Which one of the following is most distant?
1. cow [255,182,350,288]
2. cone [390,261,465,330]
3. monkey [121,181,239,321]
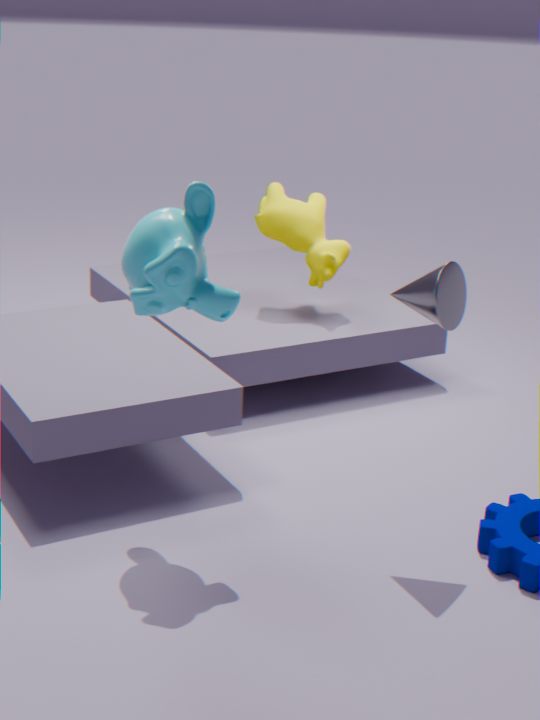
cow [255,182,350,288]
